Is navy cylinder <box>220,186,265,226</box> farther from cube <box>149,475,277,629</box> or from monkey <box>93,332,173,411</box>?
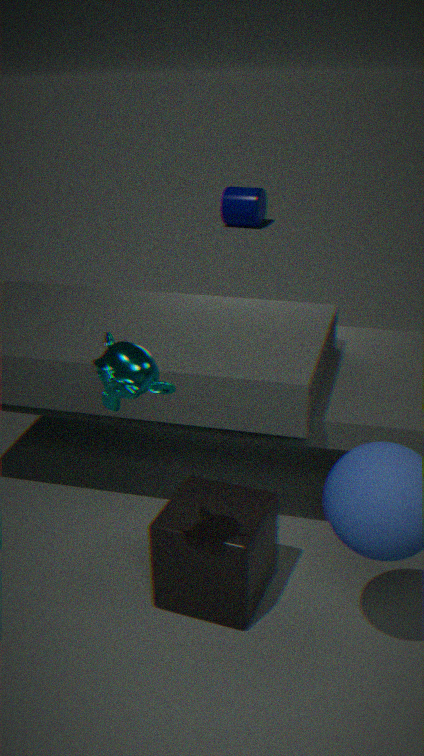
monkey <box>93,332,173,411</box>
